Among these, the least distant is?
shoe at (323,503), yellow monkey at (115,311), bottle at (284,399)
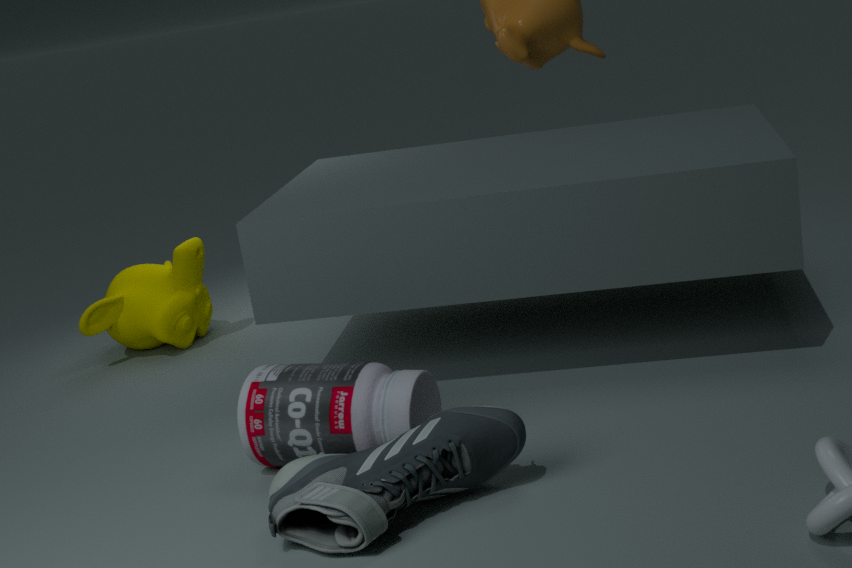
shoe at (323,503)
